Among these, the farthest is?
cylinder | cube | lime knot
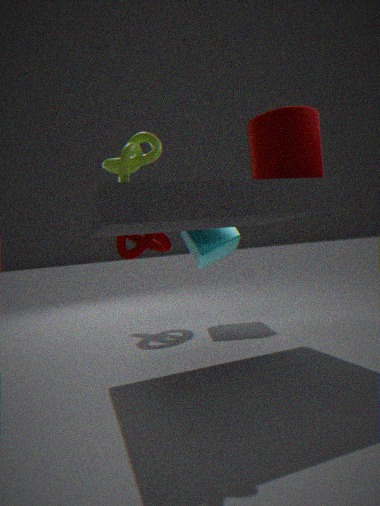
cube
